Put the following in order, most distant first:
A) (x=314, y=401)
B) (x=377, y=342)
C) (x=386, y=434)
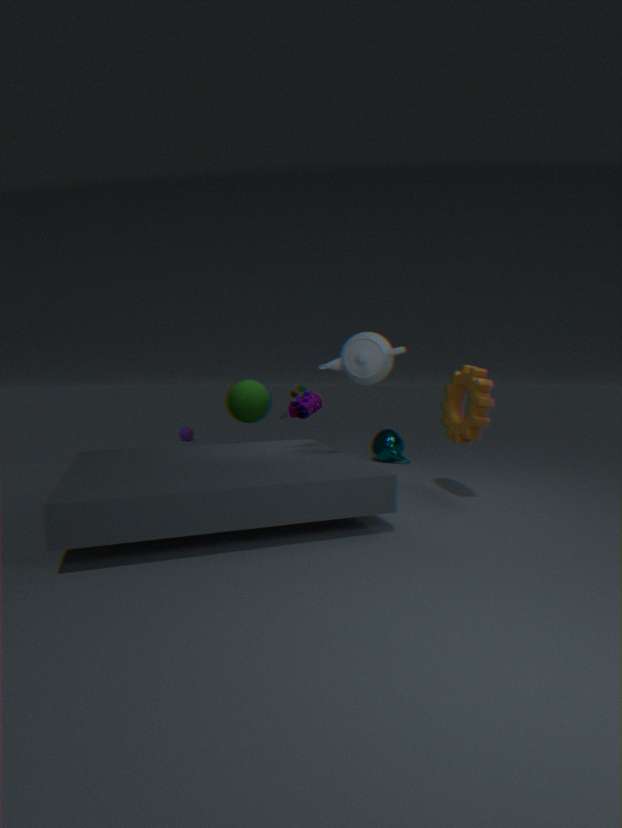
(x=386, y=434) → (x=314, y=401) → (x=377, y=342)
